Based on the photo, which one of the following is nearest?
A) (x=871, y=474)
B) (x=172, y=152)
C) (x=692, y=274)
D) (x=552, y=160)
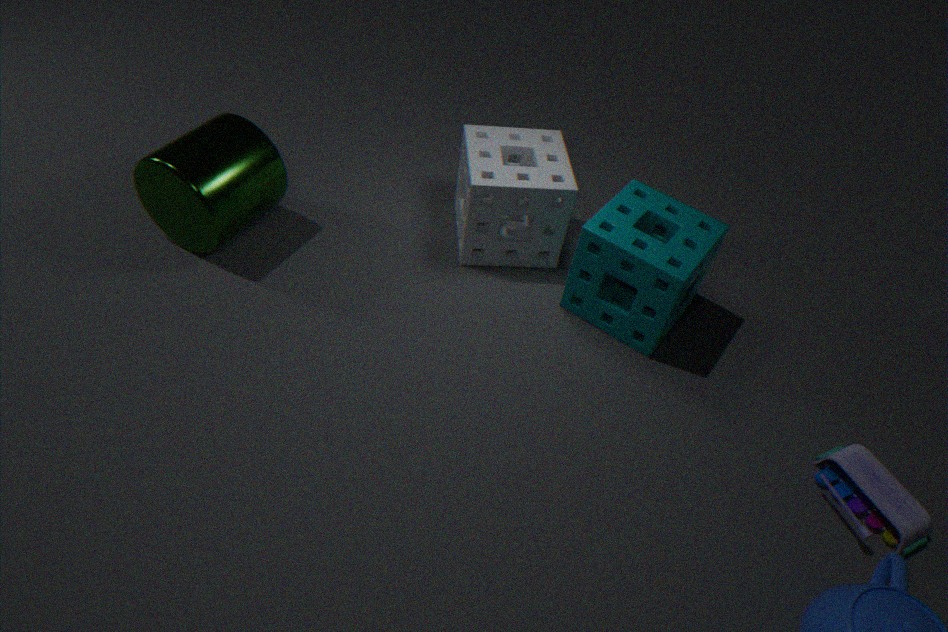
(x=871, y=474)
